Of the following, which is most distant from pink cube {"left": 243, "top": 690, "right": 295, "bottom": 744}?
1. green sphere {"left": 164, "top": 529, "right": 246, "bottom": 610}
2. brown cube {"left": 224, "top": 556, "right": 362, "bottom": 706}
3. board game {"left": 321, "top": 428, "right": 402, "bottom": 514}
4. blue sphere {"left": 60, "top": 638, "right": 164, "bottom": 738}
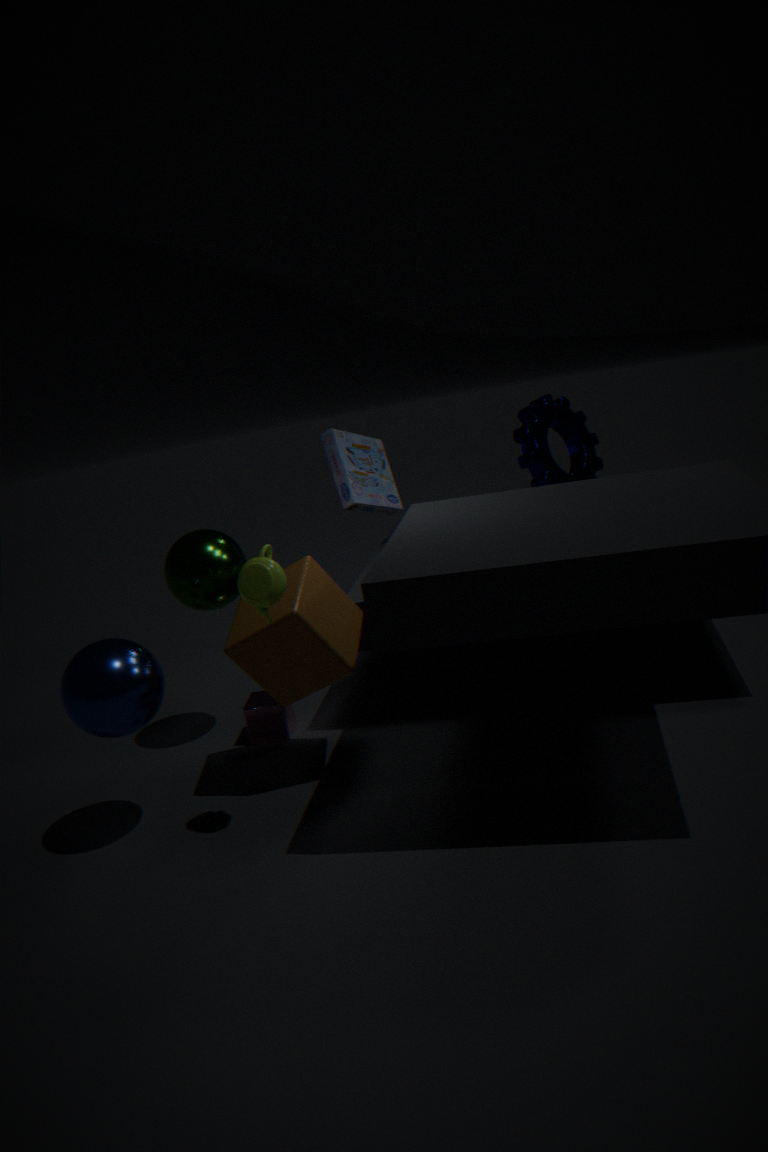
board game {"left": 321, "top": 428, "right": 402, "bottom": 514}
